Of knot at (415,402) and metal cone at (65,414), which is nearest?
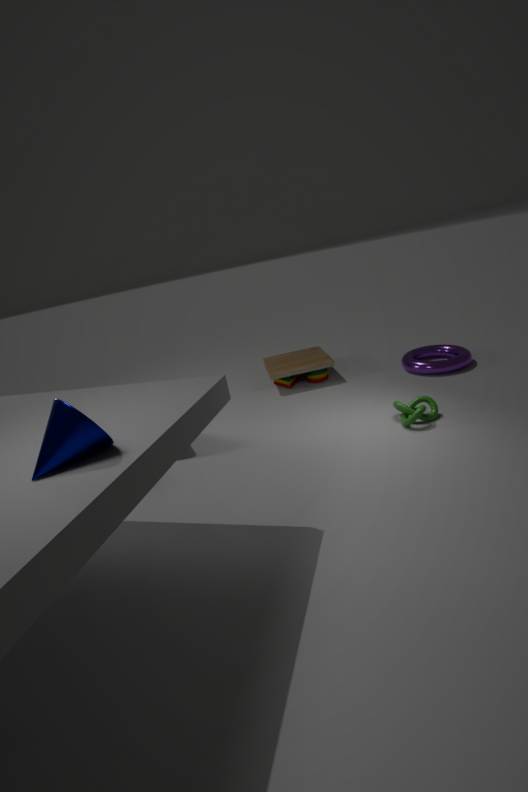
metal cone at (65,414)
